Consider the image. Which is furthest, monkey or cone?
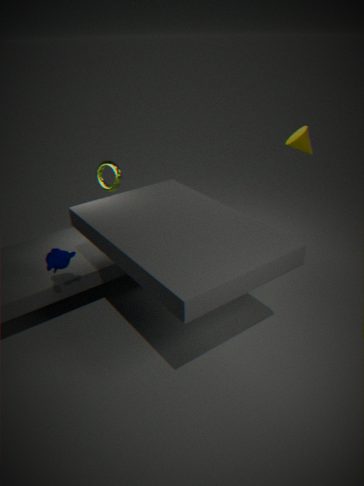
cone
